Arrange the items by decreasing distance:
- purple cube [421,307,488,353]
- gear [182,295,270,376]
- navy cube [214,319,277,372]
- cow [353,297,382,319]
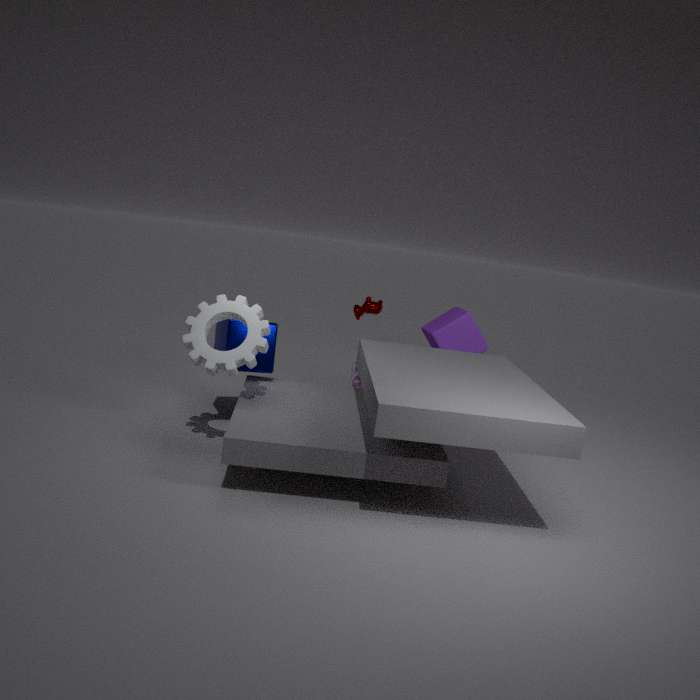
cow [353,297,382,319], purple cube [421,307,488,353], navy cube [214,319,277,372], gear [182,295,270,376]
